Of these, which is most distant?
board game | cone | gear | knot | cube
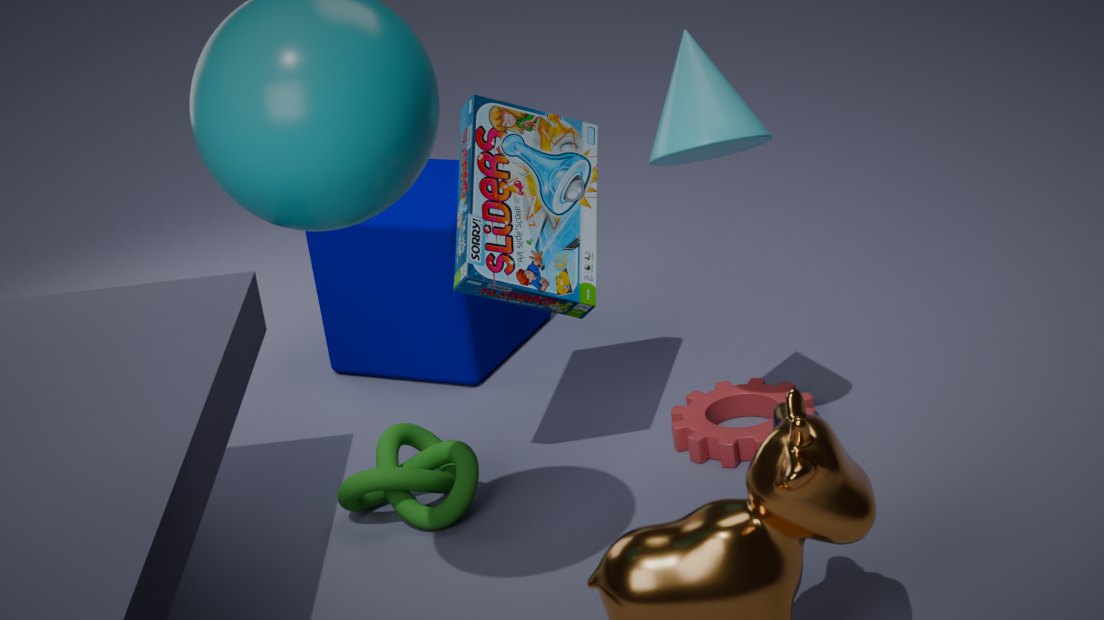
cube
